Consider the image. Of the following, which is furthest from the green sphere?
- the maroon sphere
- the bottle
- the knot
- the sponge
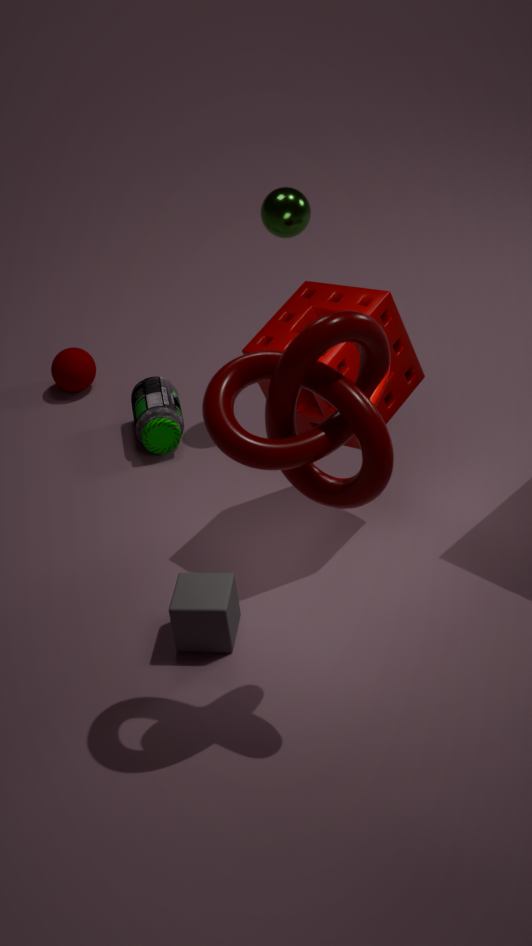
the knot
